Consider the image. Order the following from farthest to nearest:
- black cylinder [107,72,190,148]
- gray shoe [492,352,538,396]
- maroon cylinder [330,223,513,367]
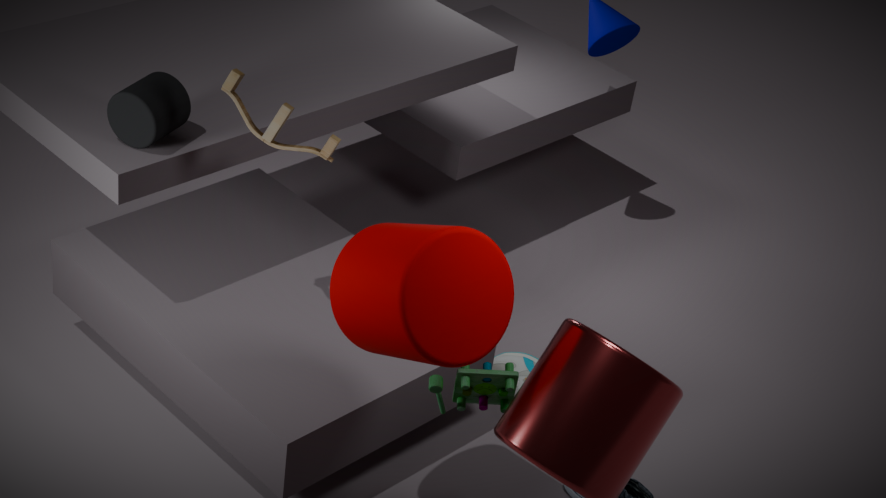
gray shoe [492,352,538,396] → black cylinder [107,72,190,148] → maroon cylinder [330,223,513,367]
